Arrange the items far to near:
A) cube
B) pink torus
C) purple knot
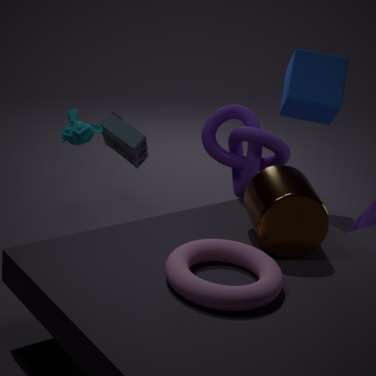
cube < purple knot < pink torus
